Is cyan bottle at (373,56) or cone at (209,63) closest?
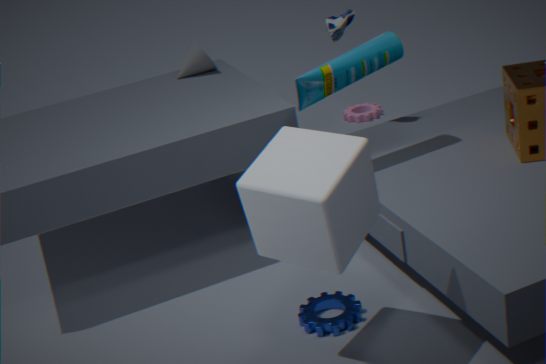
cyan bottle at (373,56)
